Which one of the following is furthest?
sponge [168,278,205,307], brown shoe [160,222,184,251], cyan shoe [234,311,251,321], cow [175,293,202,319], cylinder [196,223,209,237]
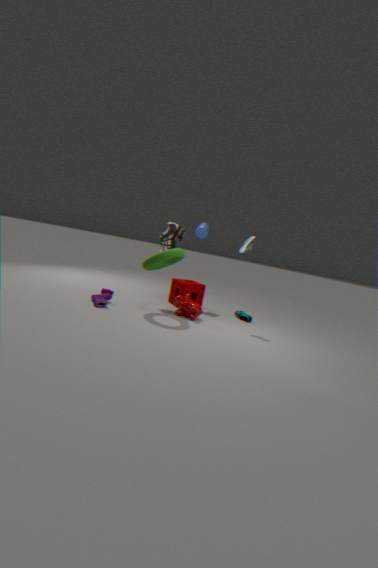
cylinder [196,223,209,237]
